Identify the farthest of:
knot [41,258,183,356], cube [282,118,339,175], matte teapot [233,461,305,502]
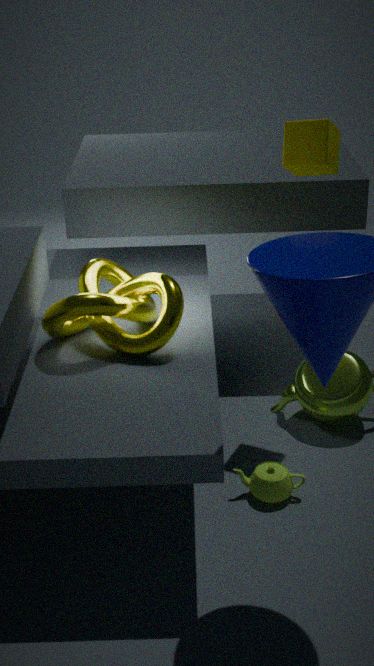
cube [282,118,339,175]
